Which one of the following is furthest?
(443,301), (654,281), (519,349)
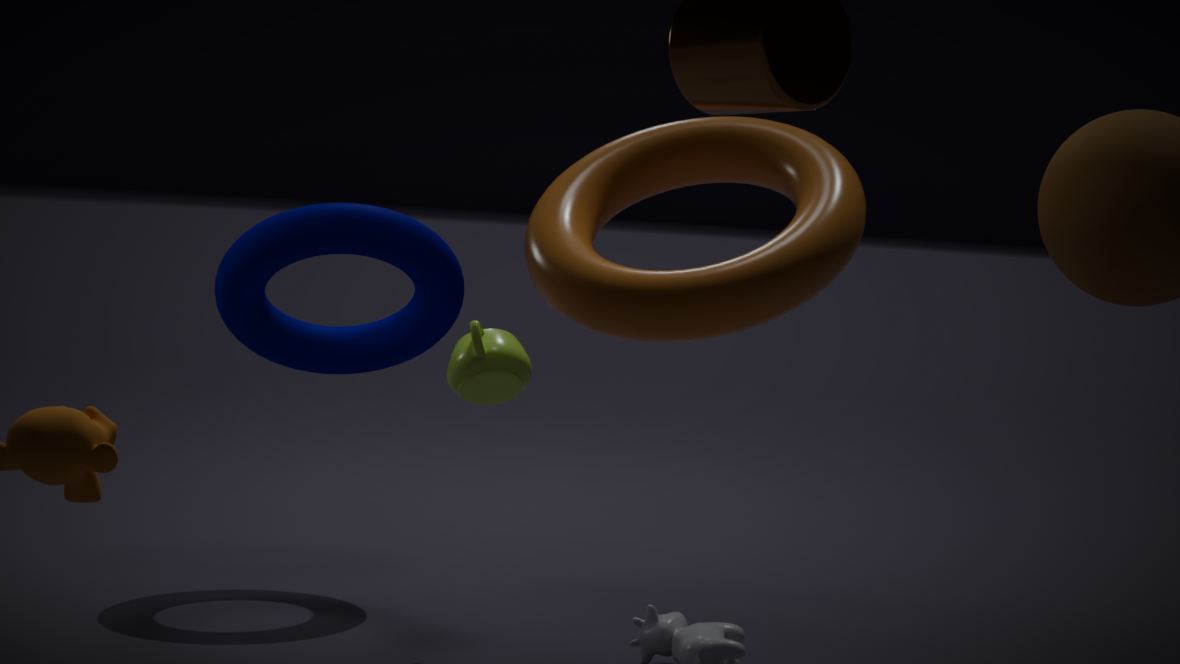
(443,301)
